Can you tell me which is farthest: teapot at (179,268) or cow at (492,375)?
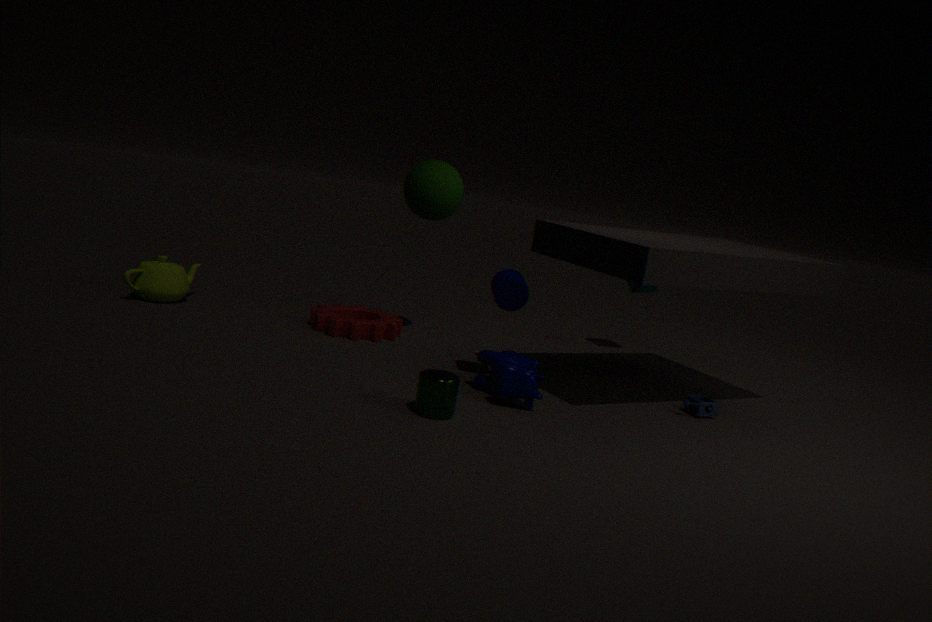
teapot at (179,268)
